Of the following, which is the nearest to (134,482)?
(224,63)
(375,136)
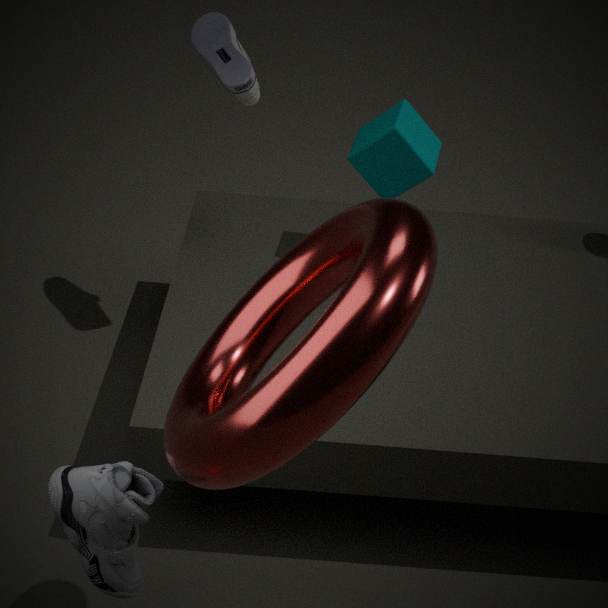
(375,136)
